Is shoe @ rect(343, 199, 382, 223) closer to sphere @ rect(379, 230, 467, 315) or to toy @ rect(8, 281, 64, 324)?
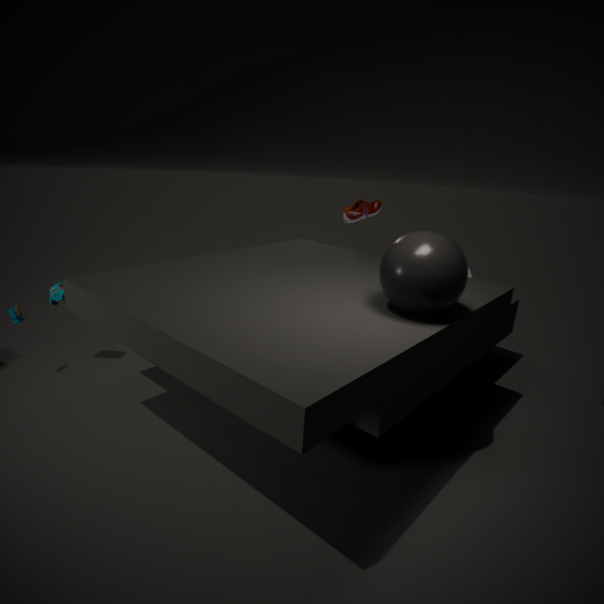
sphere @ rect(379, 230, 467, 315)
